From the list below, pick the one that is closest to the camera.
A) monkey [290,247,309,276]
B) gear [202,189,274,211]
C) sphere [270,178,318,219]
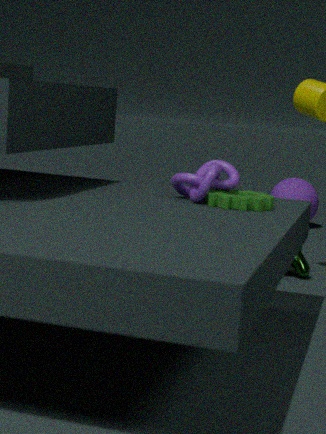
gear [202,189,274,211]
